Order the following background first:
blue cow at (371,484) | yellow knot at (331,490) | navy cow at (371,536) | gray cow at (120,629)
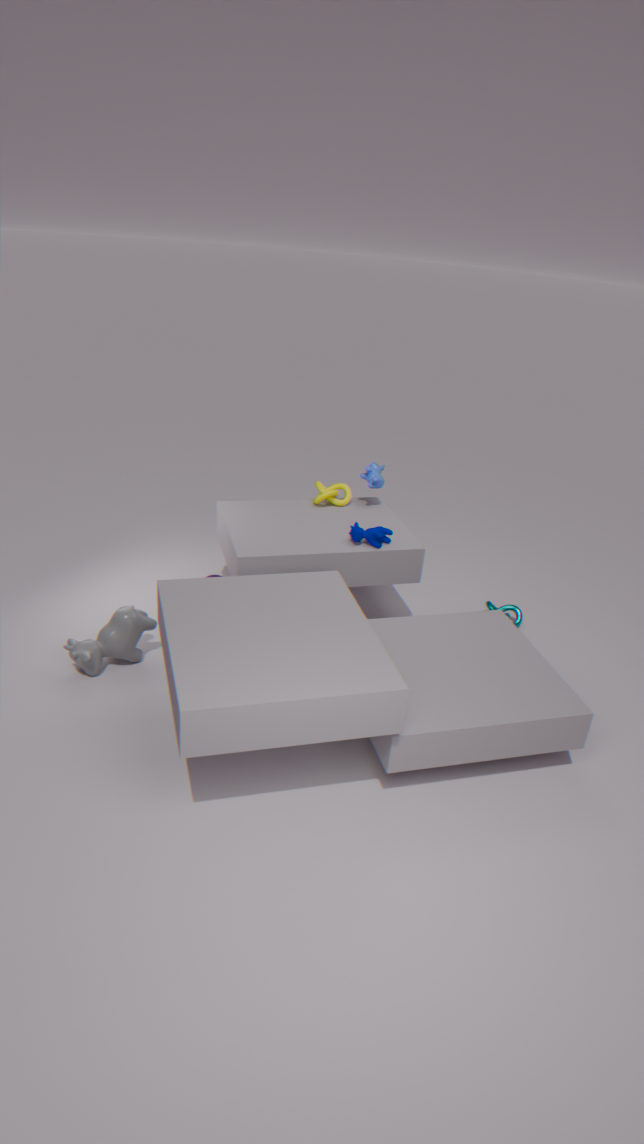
yellow knot at (331,490) → blue cow at (371,484) → navy cow at (371,536) → gray cow at (120,629)
